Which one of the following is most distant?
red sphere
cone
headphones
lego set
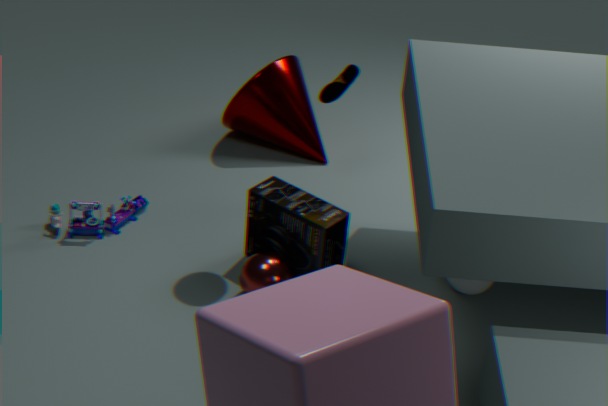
cone
